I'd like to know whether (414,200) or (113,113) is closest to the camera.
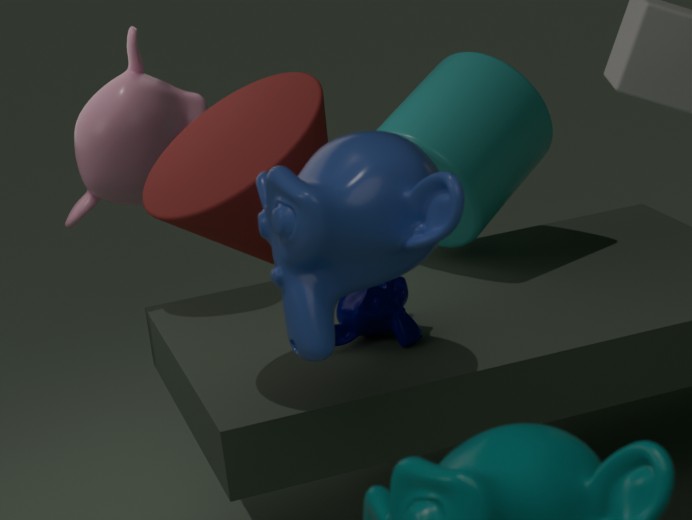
(414,200)
